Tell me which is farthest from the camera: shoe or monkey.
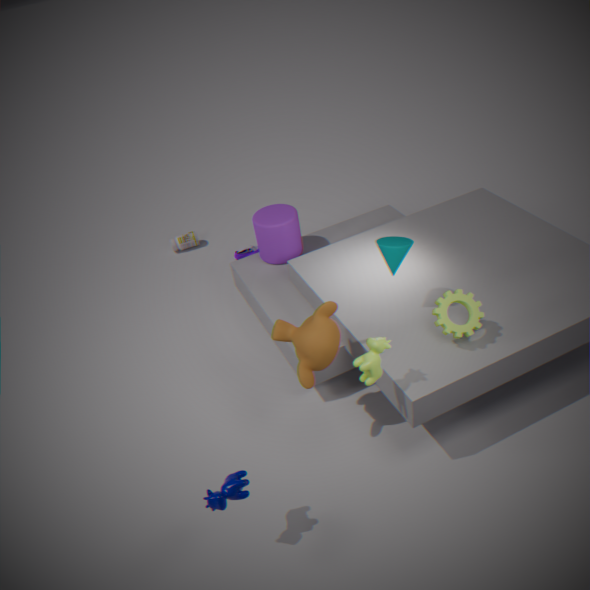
shoe
